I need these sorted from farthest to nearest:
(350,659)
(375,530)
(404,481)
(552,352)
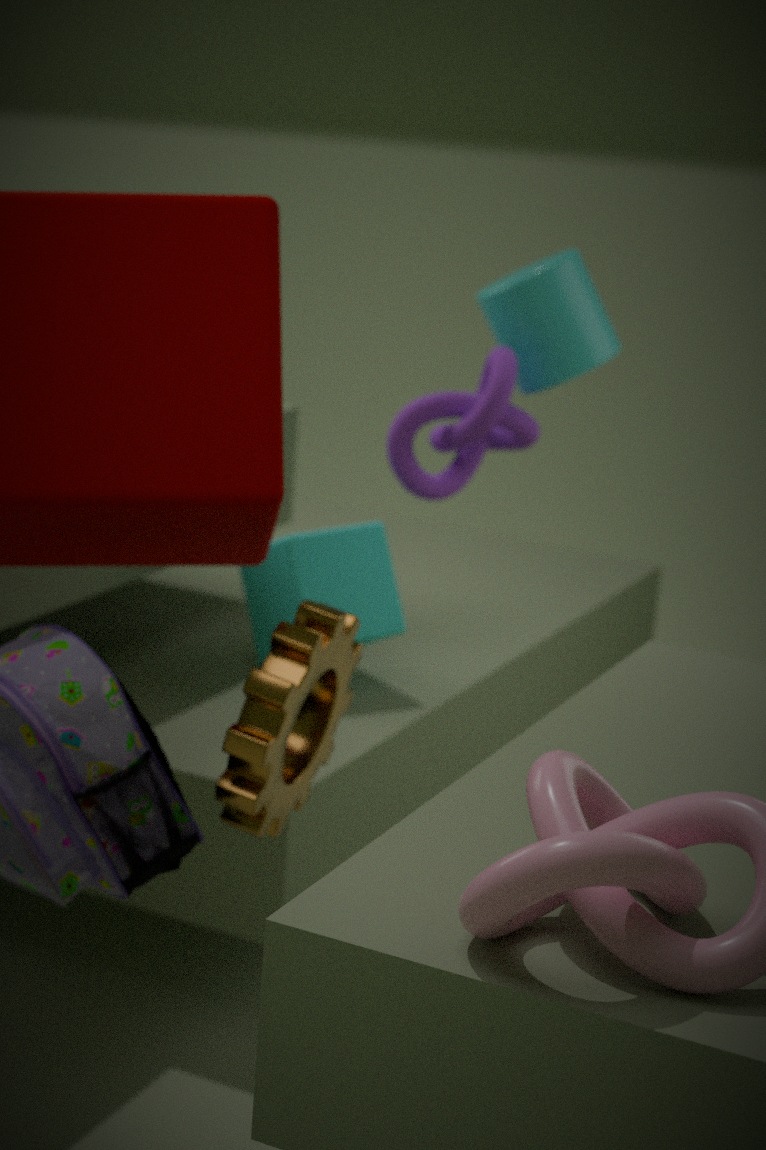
(552,352), (404,481), (375,530), (350,659)
